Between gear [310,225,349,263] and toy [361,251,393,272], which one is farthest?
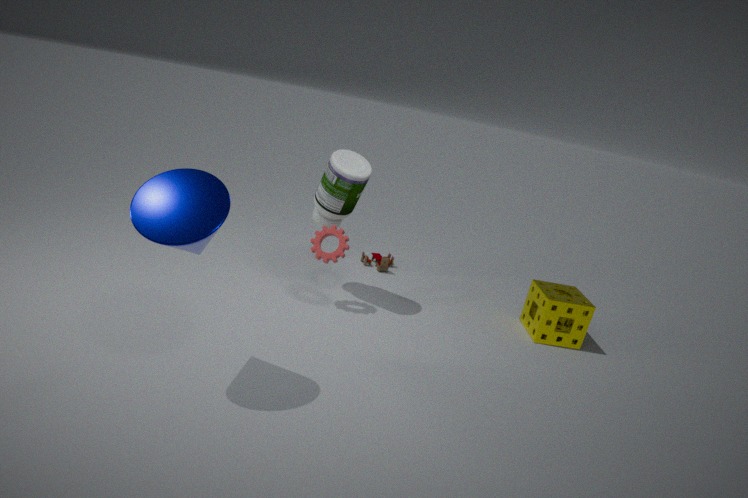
toy [361,251,393,272]
